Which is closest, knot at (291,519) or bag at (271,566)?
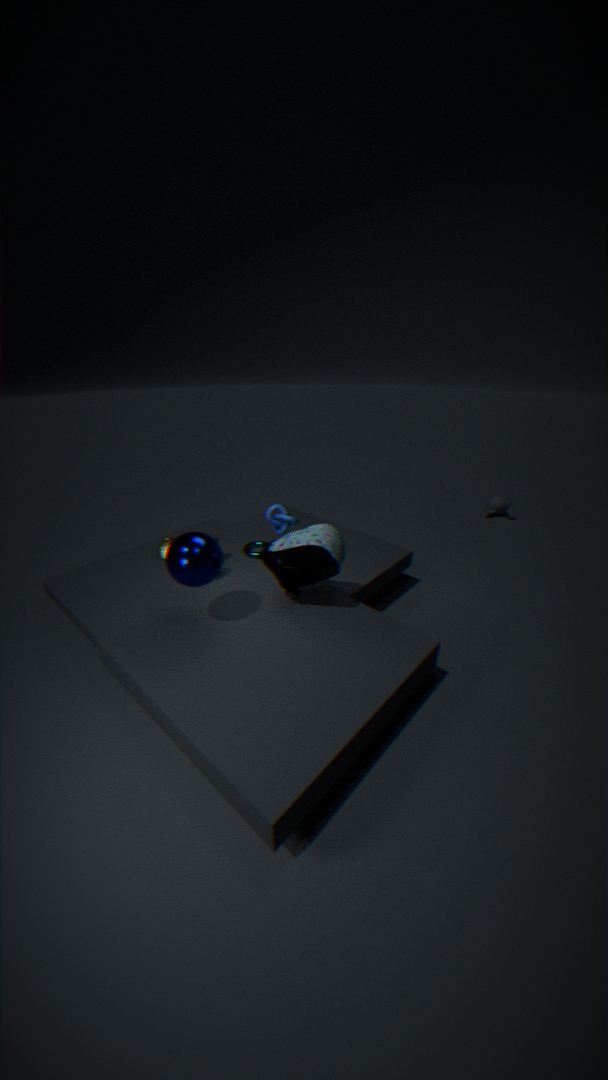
A: bag at (271,566)
